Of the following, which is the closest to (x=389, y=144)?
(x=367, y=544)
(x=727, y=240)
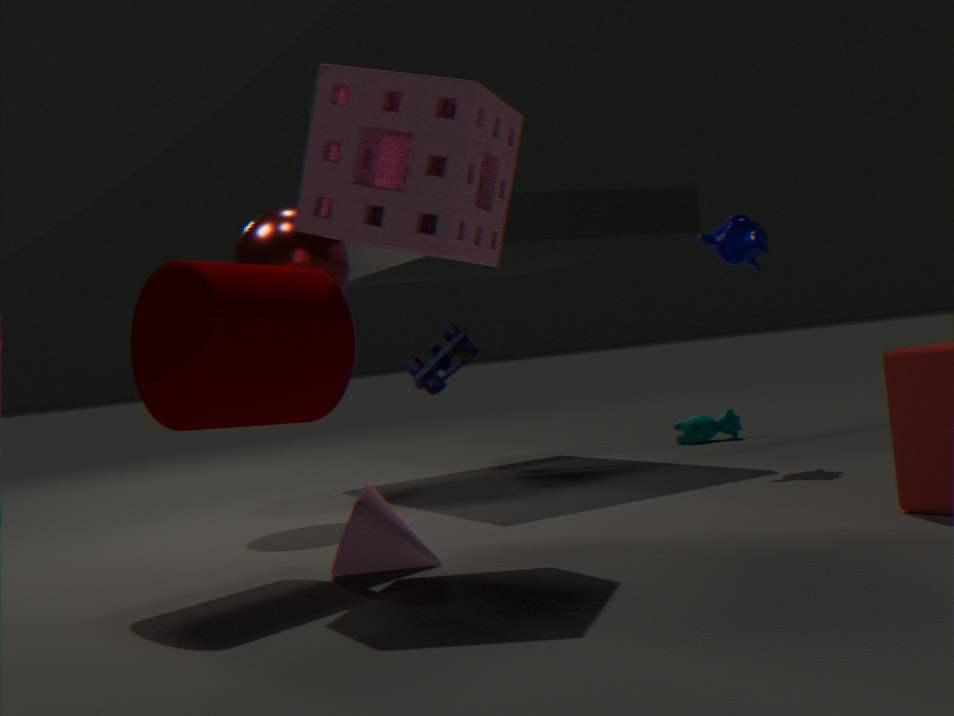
(x=367, y=544)
